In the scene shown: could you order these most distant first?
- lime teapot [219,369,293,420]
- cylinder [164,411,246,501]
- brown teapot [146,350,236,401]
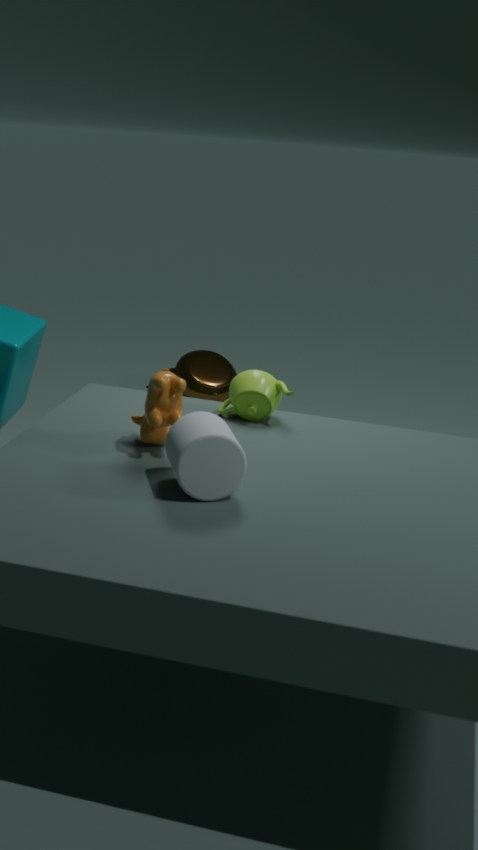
brown teapot [146,350,236,401], lime teapot [219,369,293,420], cylinder [164,411,246,501]
